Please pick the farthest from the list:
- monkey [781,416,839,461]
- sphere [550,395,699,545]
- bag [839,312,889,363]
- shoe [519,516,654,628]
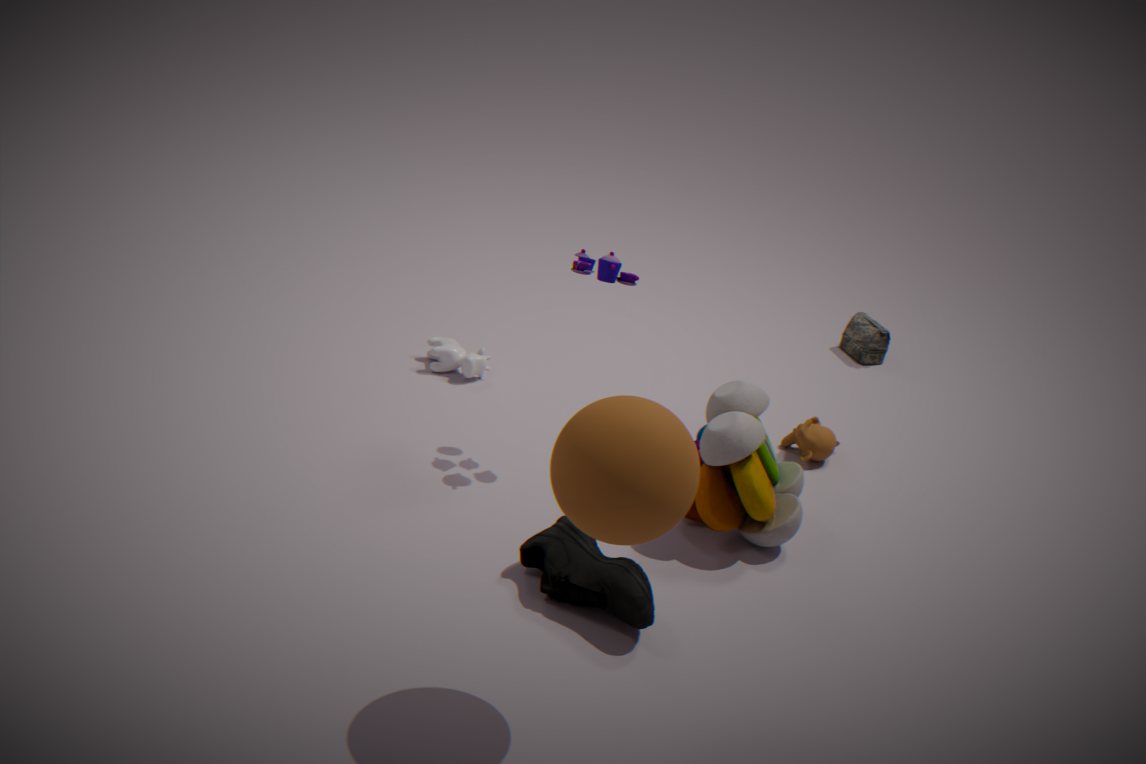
bag [839,312,889,363]
